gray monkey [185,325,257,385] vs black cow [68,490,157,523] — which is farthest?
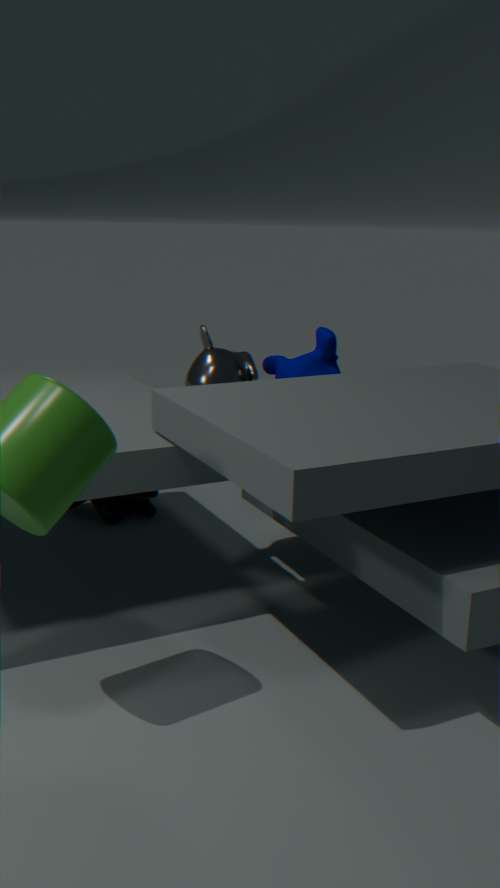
black cow [68,490,157,523]
